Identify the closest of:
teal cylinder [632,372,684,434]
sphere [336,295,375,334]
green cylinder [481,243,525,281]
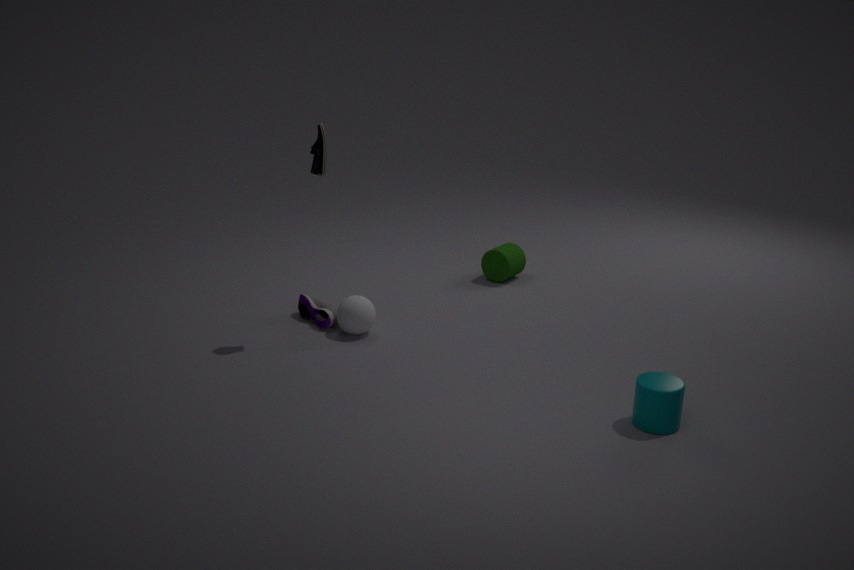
teal cylinder [632,372,684,434]
